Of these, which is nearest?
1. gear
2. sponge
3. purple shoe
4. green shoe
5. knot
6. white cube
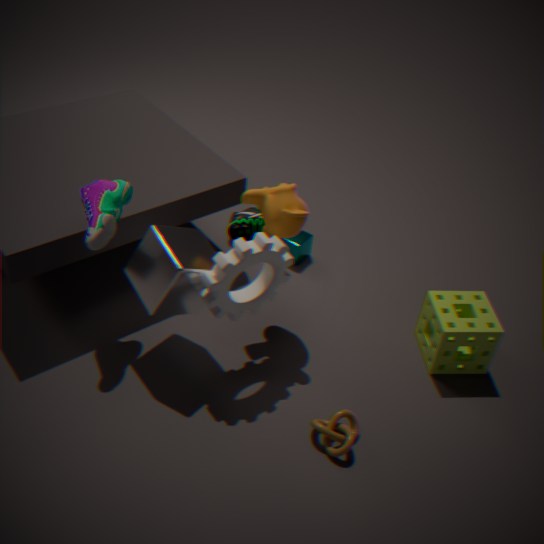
gear
